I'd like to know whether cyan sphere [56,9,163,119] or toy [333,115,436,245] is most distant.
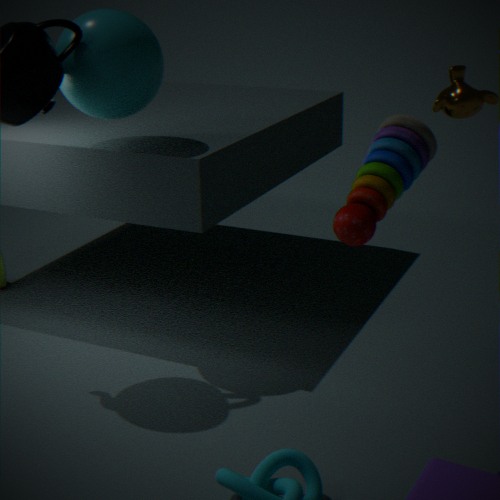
cyan sphere [56,9,163,119]
